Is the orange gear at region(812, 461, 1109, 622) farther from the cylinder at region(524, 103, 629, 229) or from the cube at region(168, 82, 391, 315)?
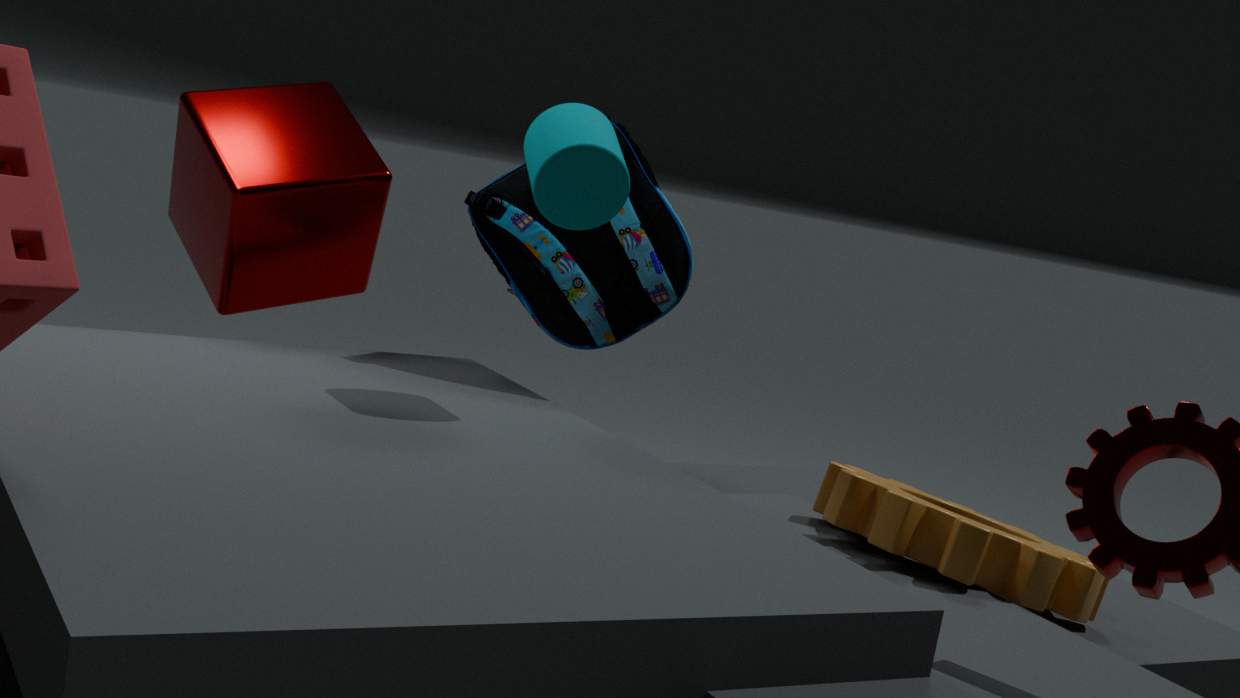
the cube at region(168, 82, 391, 315)
